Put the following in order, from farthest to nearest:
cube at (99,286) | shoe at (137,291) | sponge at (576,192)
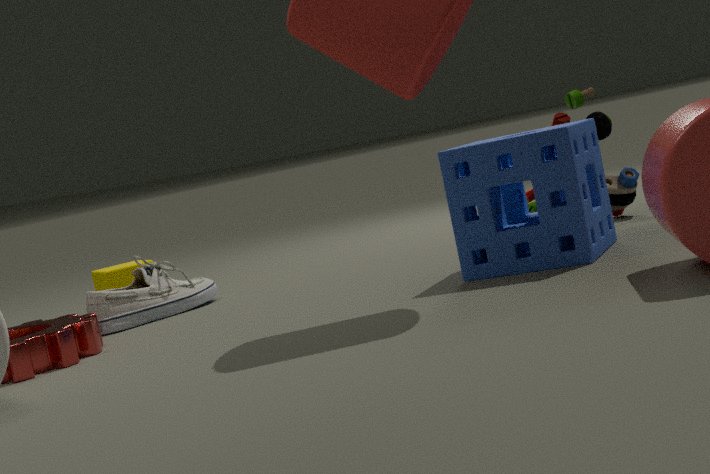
cube at (99,286) < shoe at (137,291) < sponge at (576,192)
